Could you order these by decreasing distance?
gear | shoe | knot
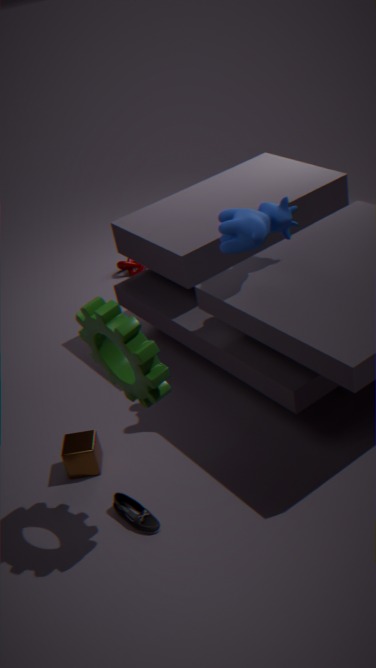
knot, shoe, gear
